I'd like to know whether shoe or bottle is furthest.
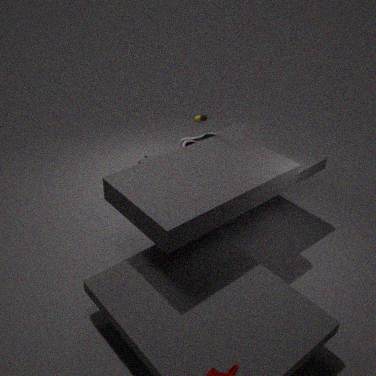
shoe
